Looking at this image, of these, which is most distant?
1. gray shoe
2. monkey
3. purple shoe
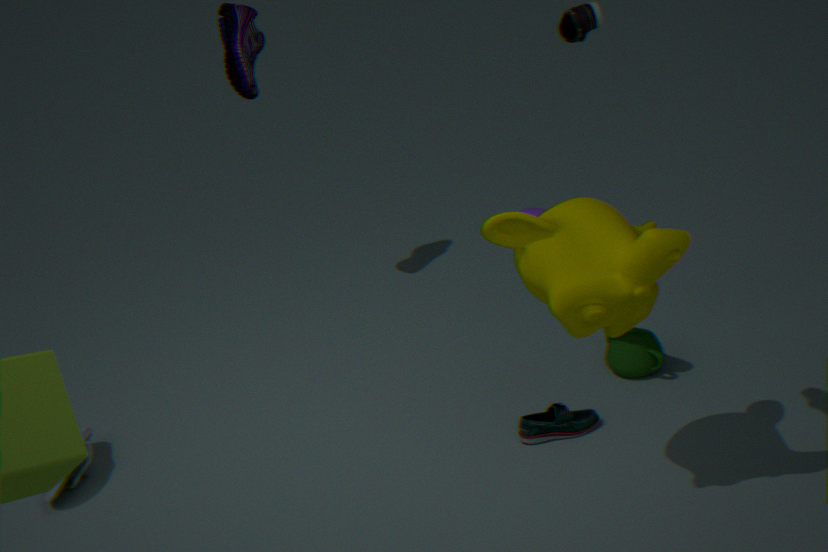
purple shoe
